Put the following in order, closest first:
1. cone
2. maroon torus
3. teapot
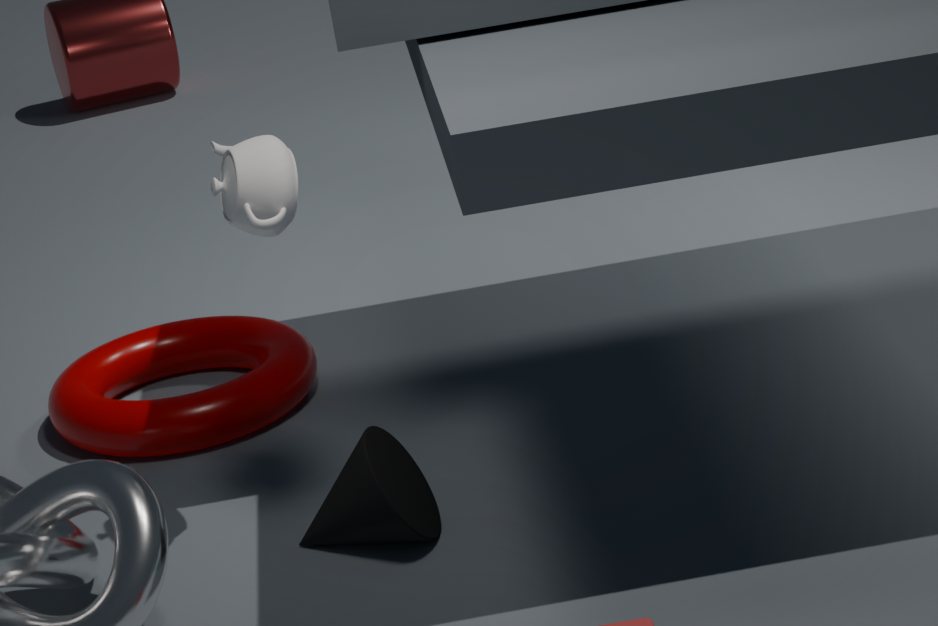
teapot → cone → maroon torus
